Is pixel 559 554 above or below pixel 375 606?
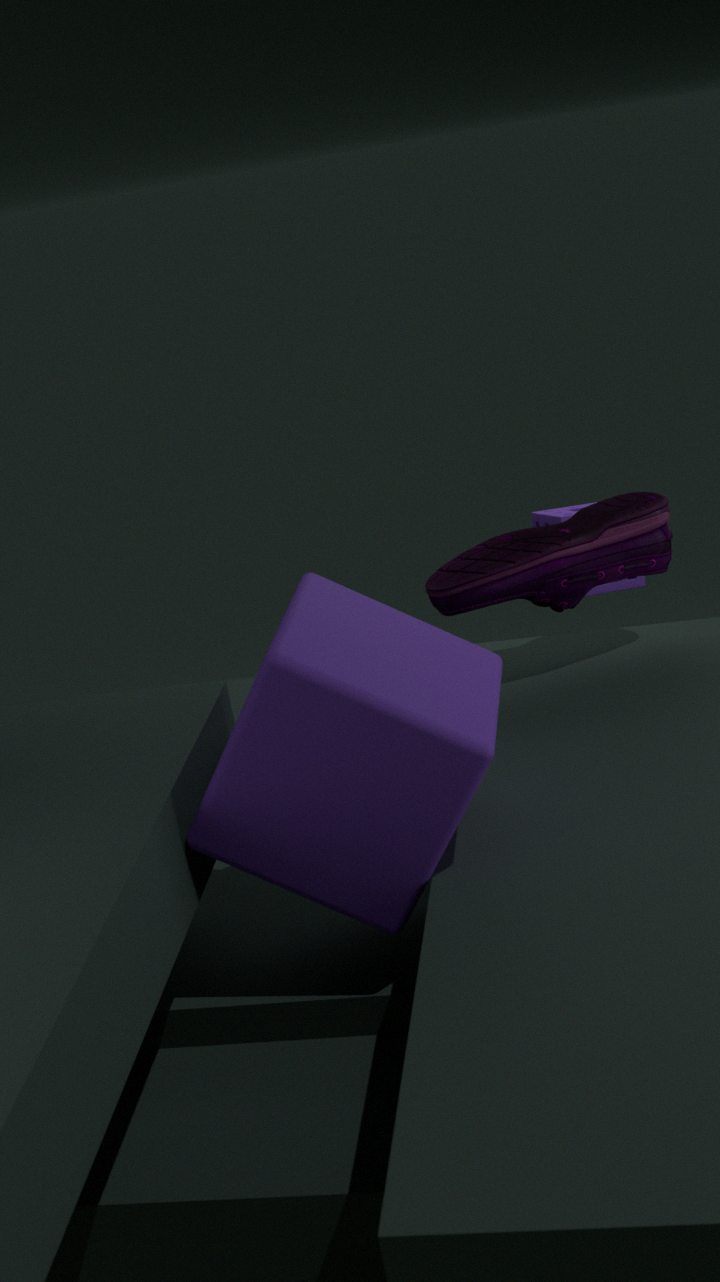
above
